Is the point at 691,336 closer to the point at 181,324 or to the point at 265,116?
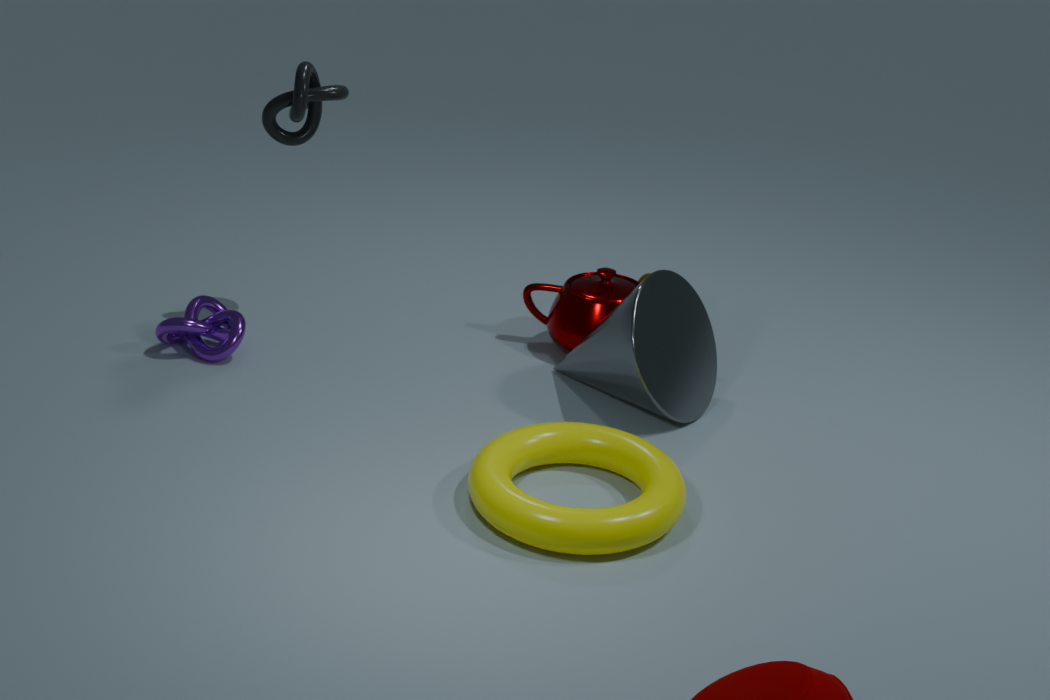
the point at 265,116
